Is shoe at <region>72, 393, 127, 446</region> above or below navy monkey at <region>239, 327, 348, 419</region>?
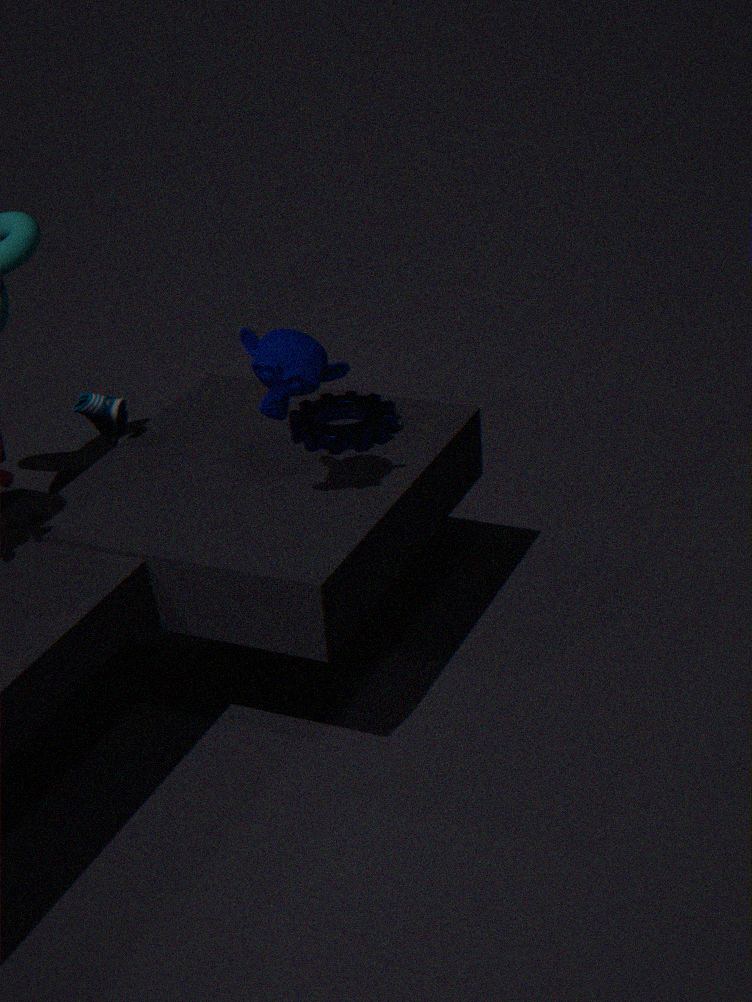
below
